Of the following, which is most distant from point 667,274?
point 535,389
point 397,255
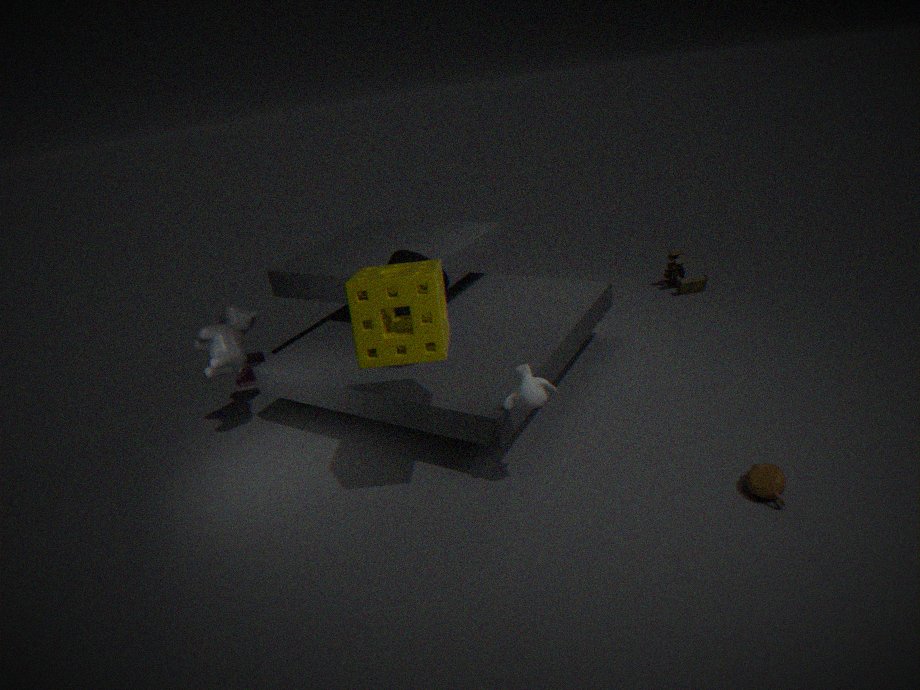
point 535,389
